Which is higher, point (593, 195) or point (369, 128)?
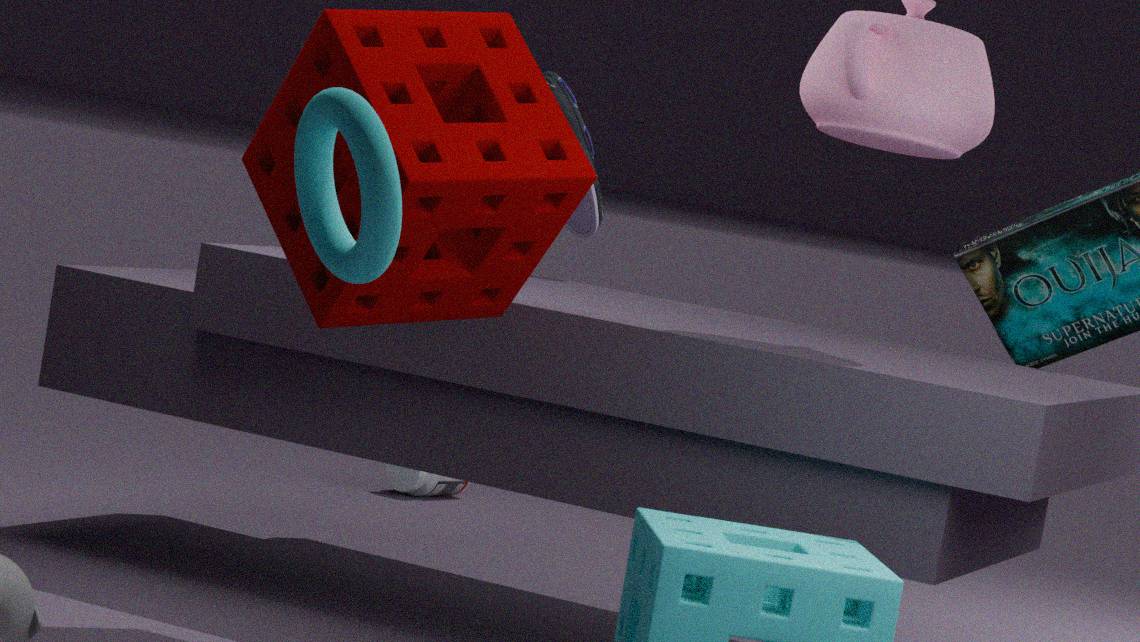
point (593, 195)
